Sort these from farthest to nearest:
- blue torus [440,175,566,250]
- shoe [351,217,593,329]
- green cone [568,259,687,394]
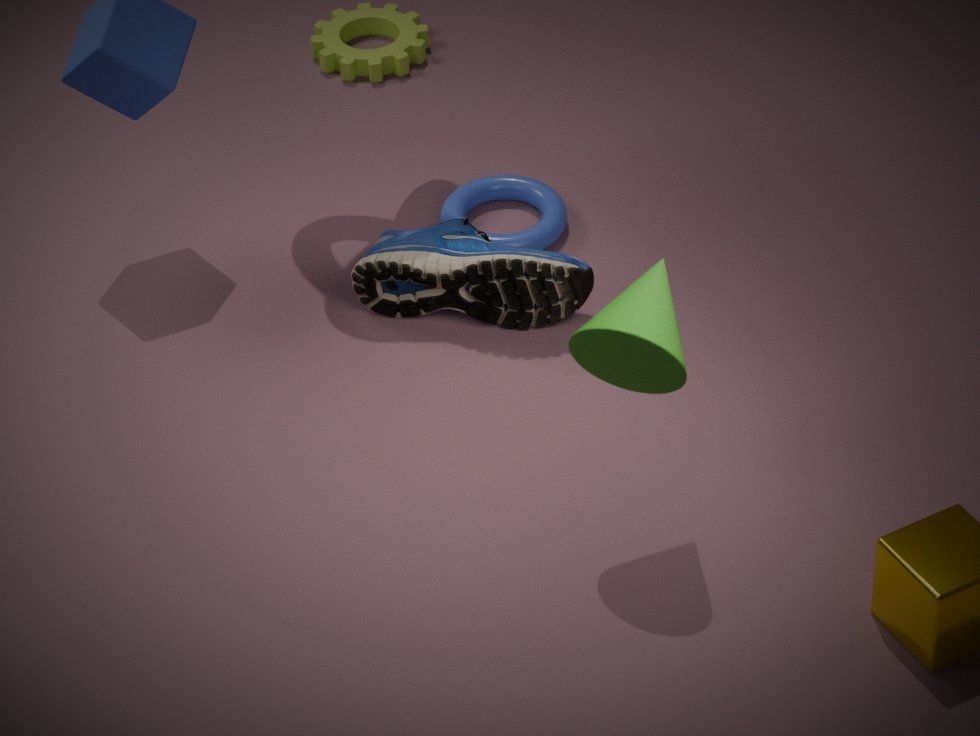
blue torus [440,175,566,250], shoe [351,217,593,329], green cone [568,259,687,394]
